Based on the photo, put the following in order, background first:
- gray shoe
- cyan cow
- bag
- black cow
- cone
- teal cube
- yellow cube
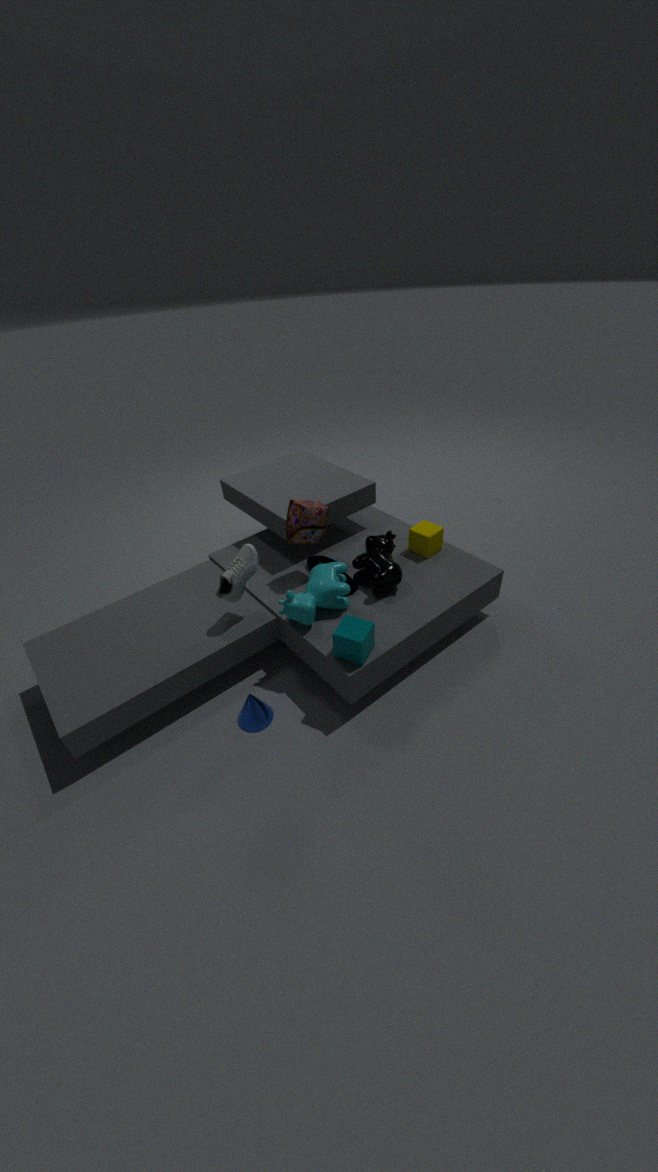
yellow cube < black cow < bag < gray shoe < cyan cow < cone < teal cube
